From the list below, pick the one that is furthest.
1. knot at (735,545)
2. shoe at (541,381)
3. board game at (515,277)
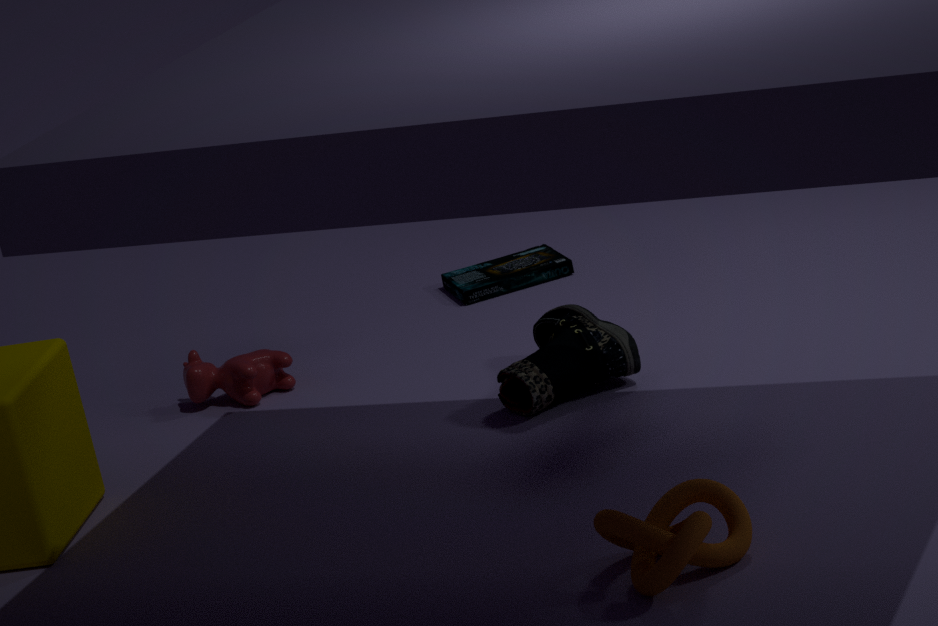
board game at (515,277)
